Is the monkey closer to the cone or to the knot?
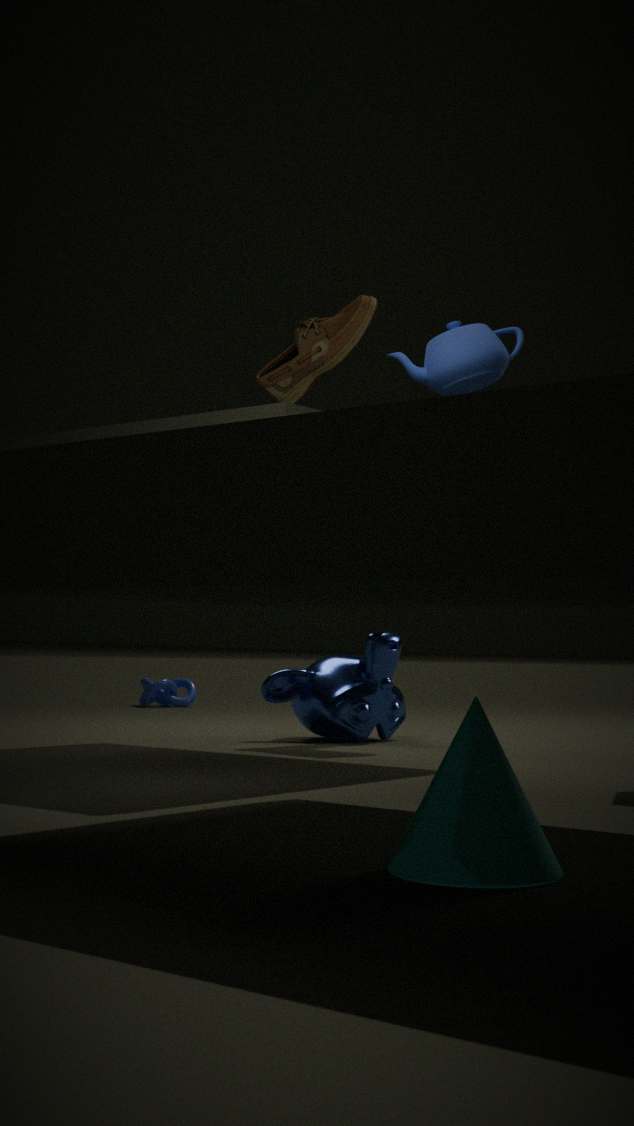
the knot
